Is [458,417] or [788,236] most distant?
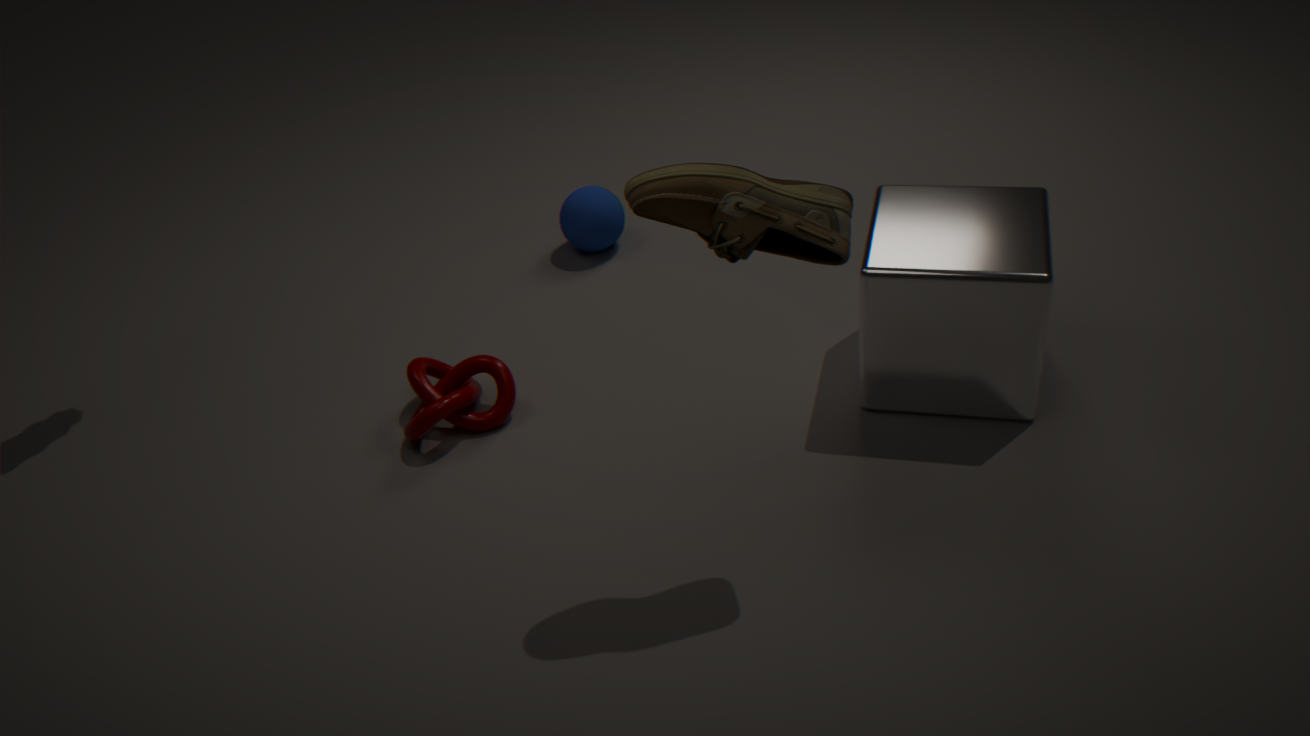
[458,417]
